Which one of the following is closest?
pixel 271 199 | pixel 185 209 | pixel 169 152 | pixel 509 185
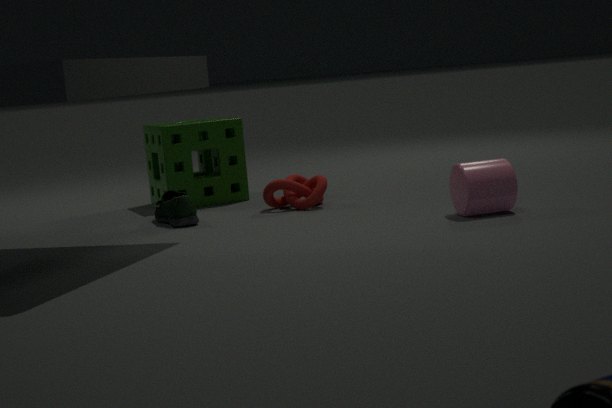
pixel 509 185
